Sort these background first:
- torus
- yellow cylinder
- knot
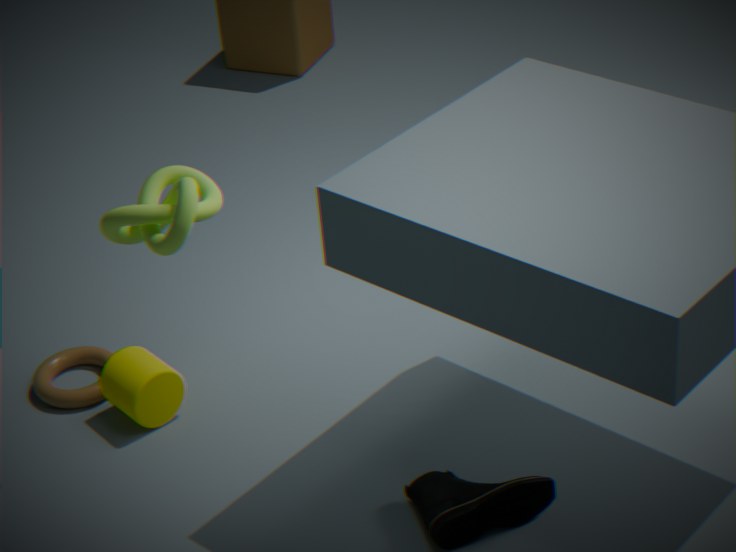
torus < yellow cylinder < knot
